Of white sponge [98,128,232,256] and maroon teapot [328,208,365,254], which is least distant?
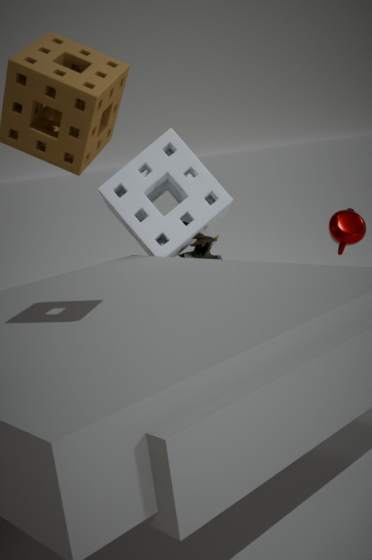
white sponge [98,128,232,256]
